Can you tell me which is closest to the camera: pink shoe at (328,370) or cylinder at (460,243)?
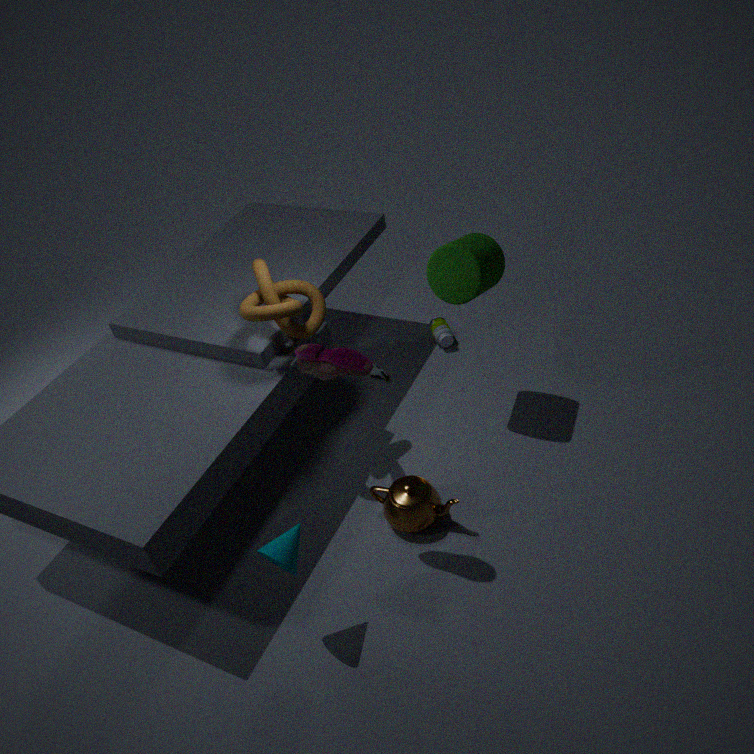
pink shoe at (328,370)
